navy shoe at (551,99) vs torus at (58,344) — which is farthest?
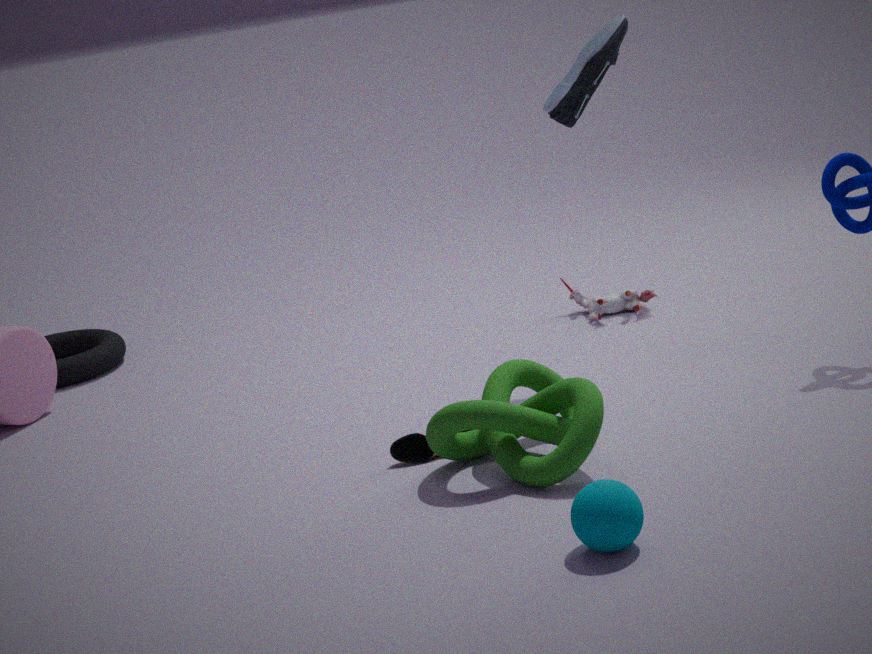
torus at (58,344)
